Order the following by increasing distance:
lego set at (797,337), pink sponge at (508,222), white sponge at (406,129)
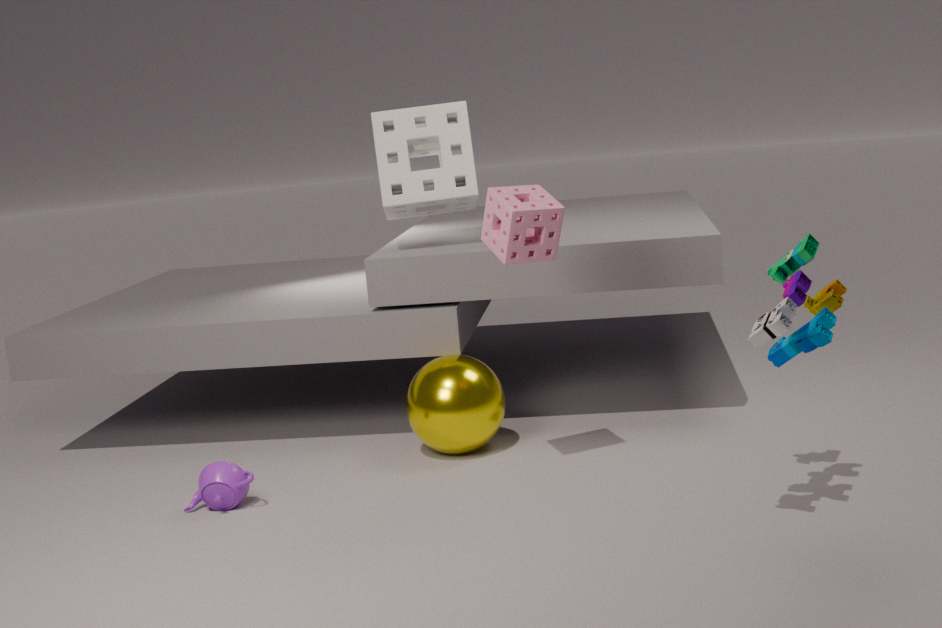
lego set at (797,337) → pink sponge at (508,222) → white sponge at (406,129)
